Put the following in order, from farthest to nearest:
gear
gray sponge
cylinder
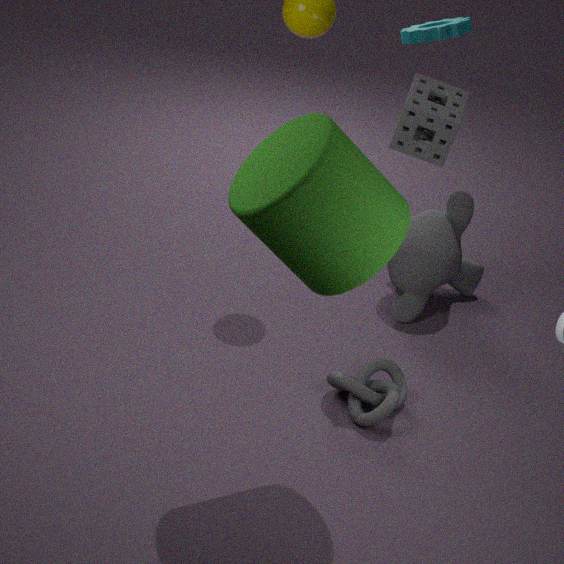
gear → gray sponge → cylinder
